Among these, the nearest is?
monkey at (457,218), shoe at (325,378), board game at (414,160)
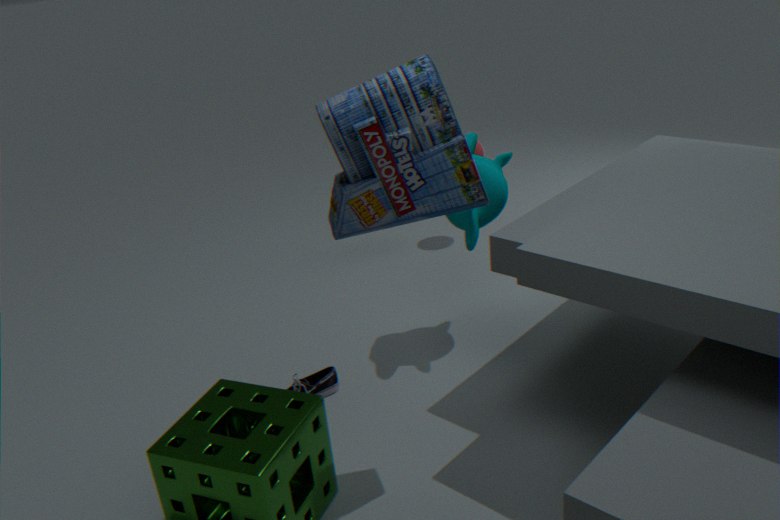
board game at (414,160)
